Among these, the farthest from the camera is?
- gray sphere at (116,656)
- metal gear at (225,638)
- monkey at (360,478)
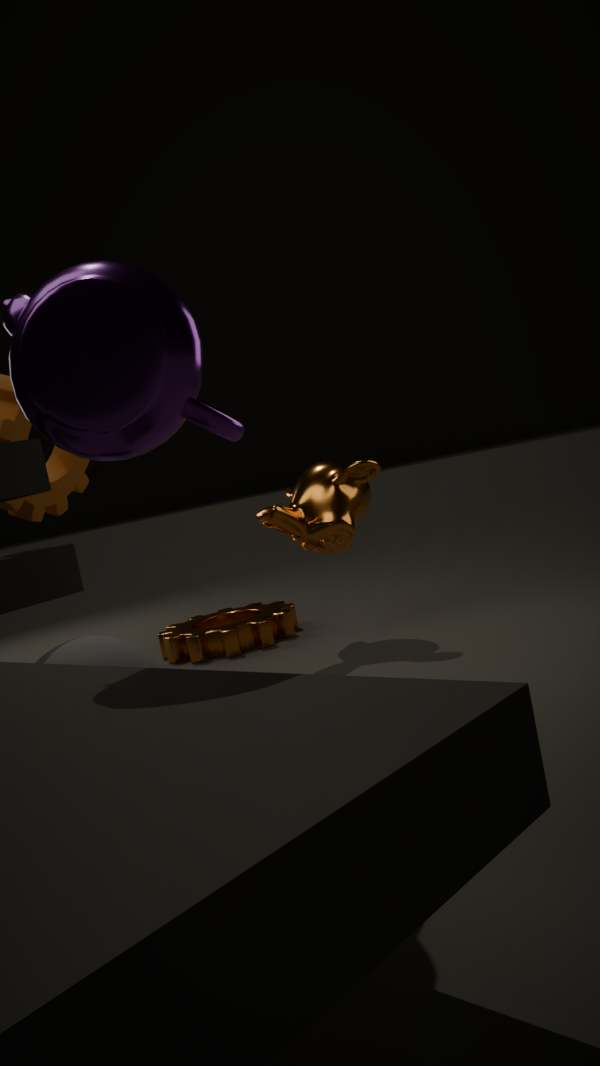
metal gear at (225,638)
